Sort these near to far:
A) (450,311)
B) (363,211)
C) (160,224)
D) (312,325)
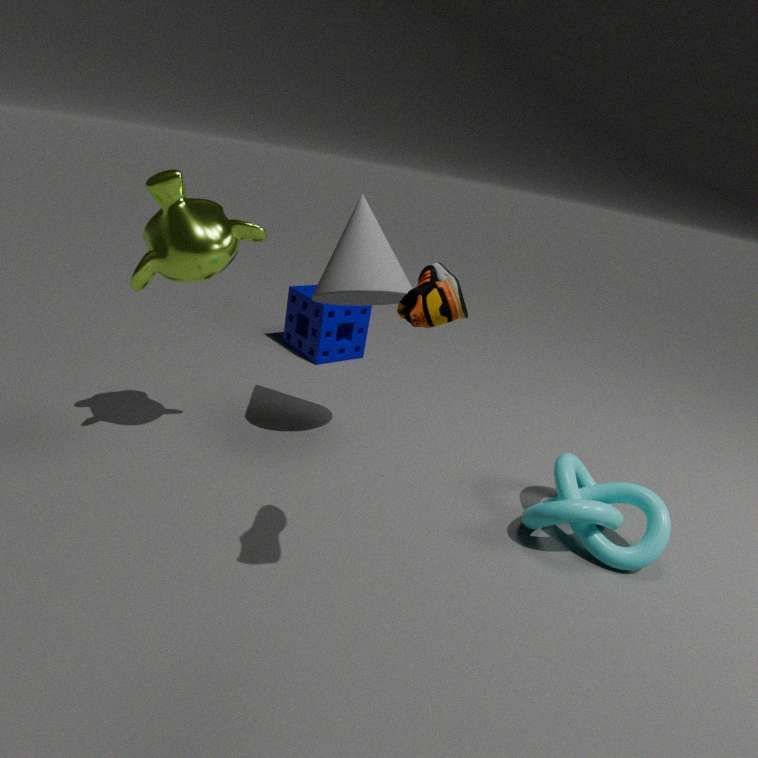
(450,311)
(160,224)
(363,211)
(312,325)
